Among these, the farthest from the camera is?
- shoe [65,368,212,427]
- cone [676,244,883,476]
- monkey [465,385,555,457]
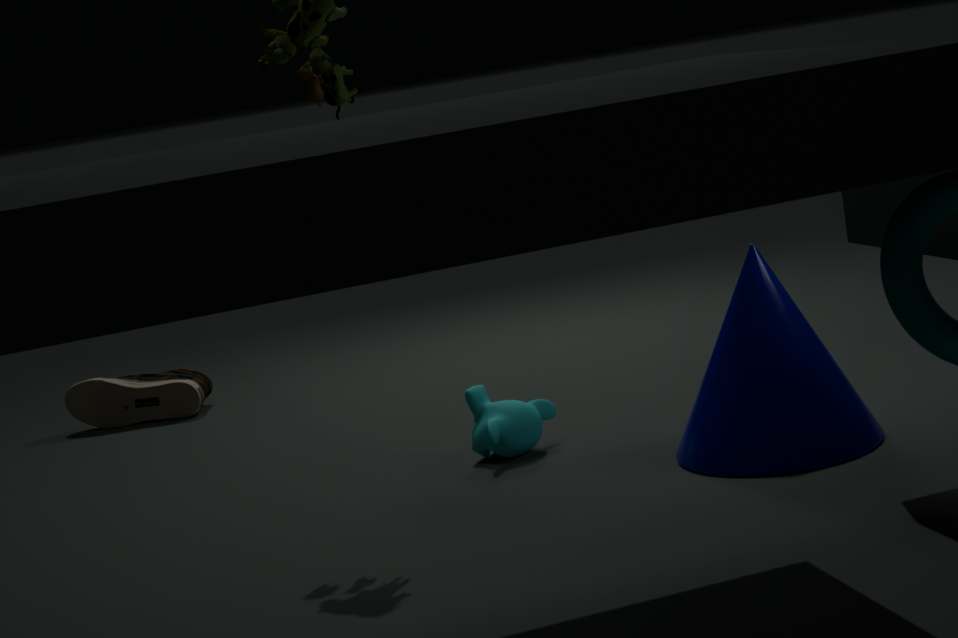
shoe [65,368,212,427]
